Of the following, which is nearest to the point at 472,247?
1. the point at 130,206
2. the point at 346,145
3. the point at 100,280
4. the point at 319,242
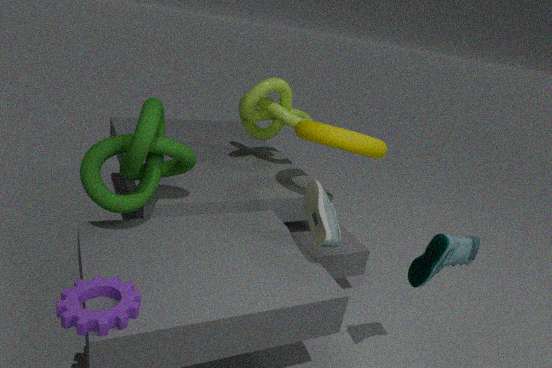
the point at 319,242
